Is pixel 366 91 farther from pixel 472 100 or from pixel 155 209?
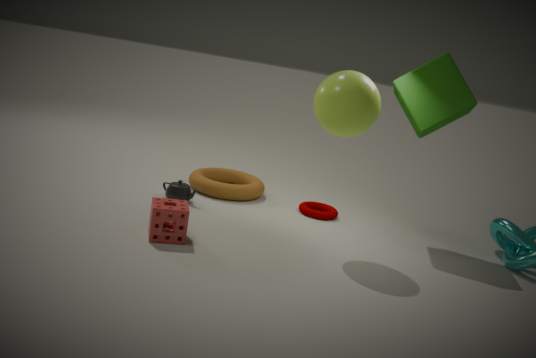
pixel 155 209
